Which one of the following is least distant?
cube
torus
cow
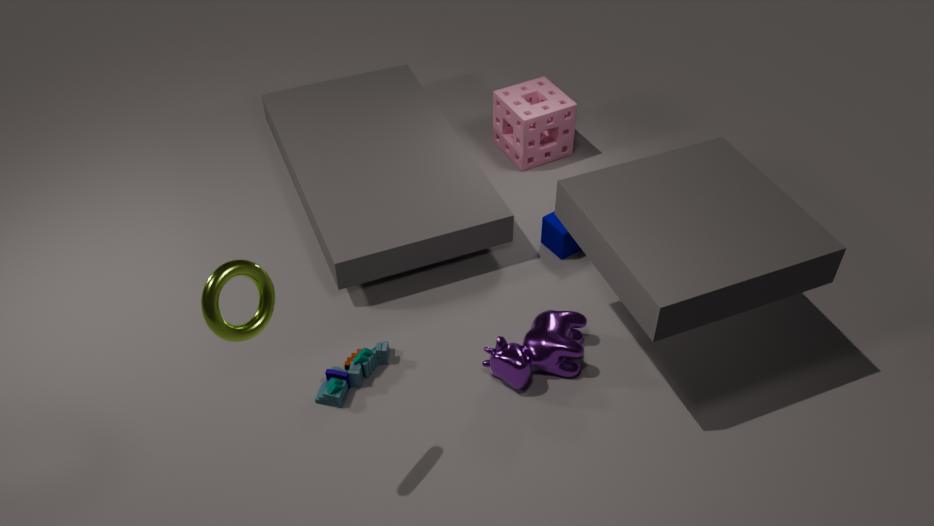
torus
